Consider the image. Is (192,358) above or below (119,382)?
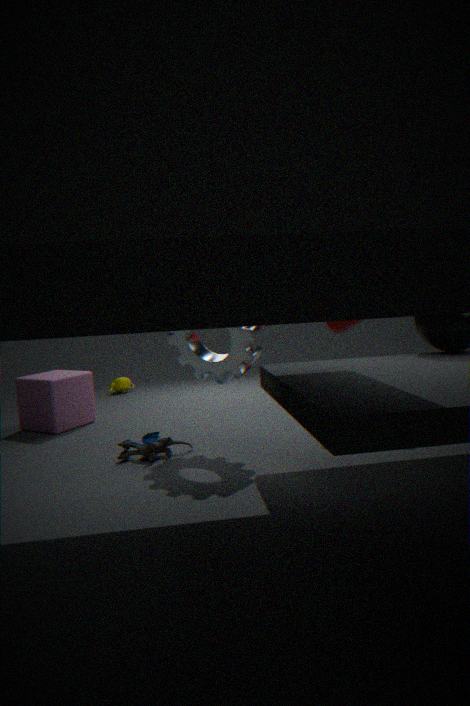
above
